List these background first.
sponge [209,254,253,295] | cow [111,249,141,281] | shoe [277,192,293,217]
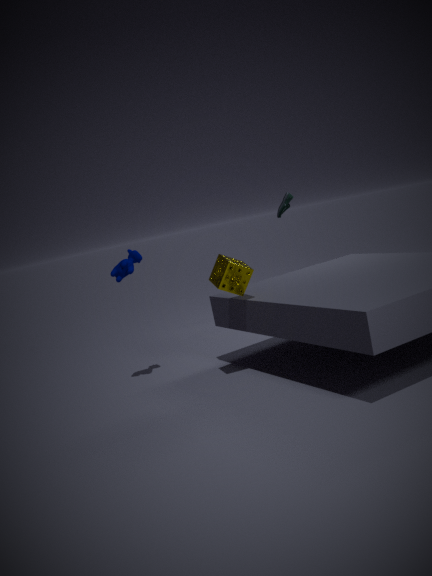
shoe [277,192,293,217]
cow [111,249,141,281]
sponge [209,254,253,295]
